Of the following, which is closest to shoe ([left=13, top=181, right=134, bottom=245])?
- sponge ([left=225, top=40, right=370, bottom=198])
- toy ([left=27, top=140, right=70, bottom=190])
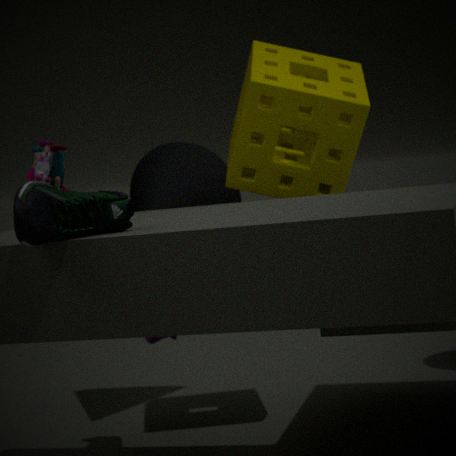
toy ([left=27, top=140, right=70, bottom=190])
